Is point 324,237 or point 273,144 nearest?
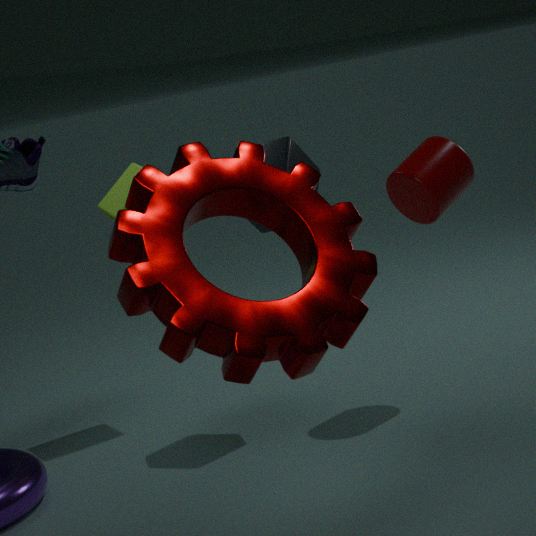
point 324,237
